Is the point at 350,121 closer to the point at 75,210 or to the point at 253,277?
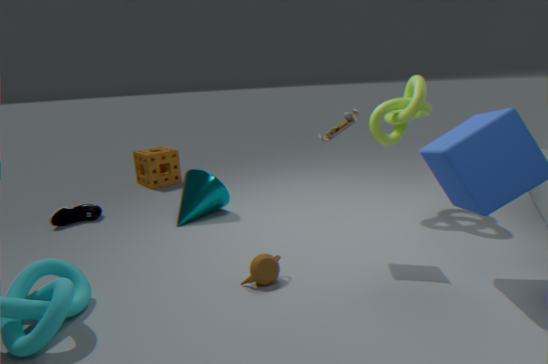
the point at 253,277
